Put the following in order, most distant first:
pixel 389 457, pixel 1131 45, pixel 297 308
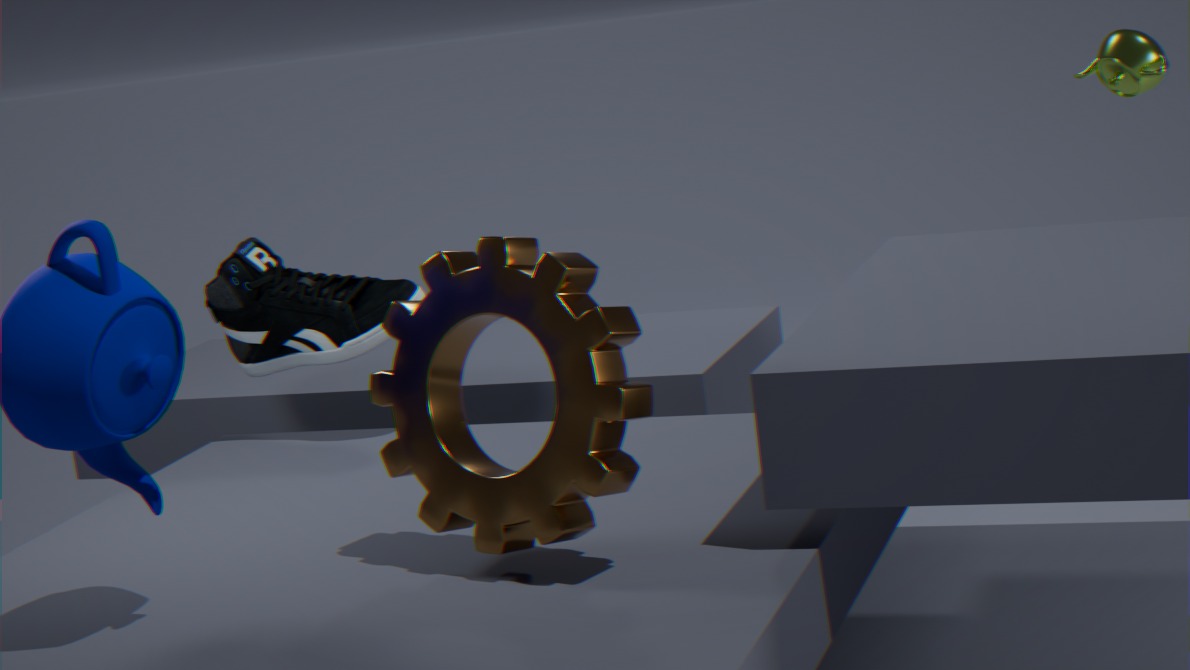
pixel 297 308
pixel 1131 45
pixel 389 457
